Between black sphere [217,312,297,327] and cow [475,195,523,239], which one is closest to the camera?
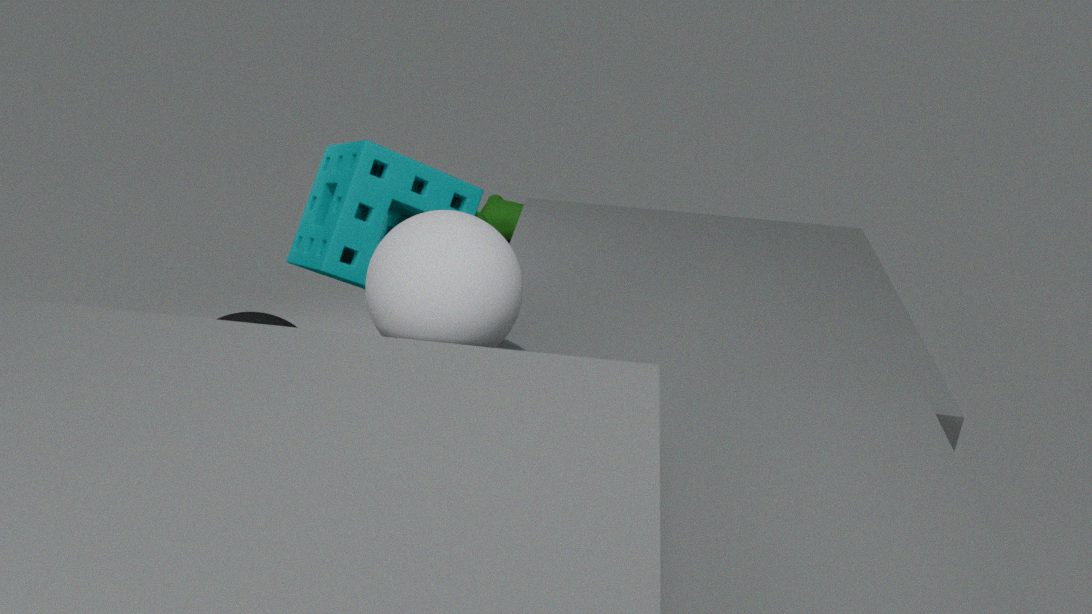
black sphere [217,312,297,327]
